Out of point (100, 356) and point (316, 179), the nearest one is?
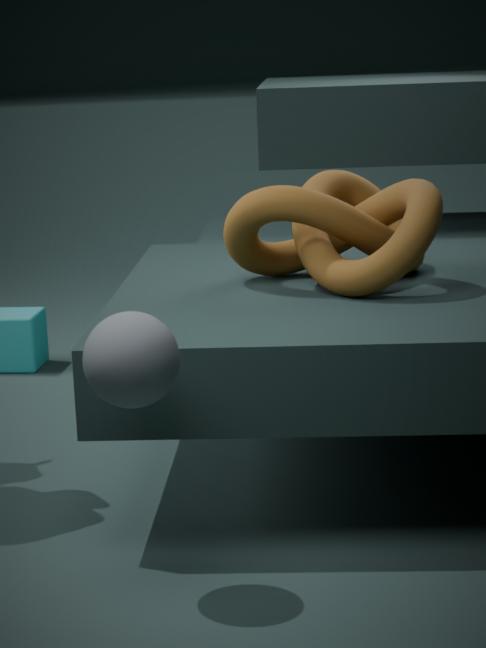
point (100, 356)
